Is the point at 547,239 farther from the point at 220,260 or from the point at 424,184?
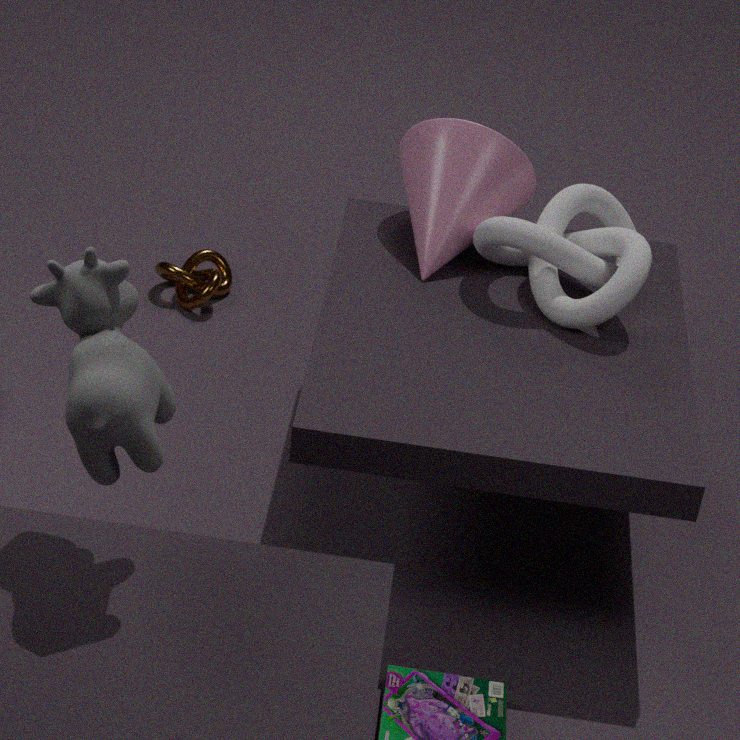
the point at 220,260
